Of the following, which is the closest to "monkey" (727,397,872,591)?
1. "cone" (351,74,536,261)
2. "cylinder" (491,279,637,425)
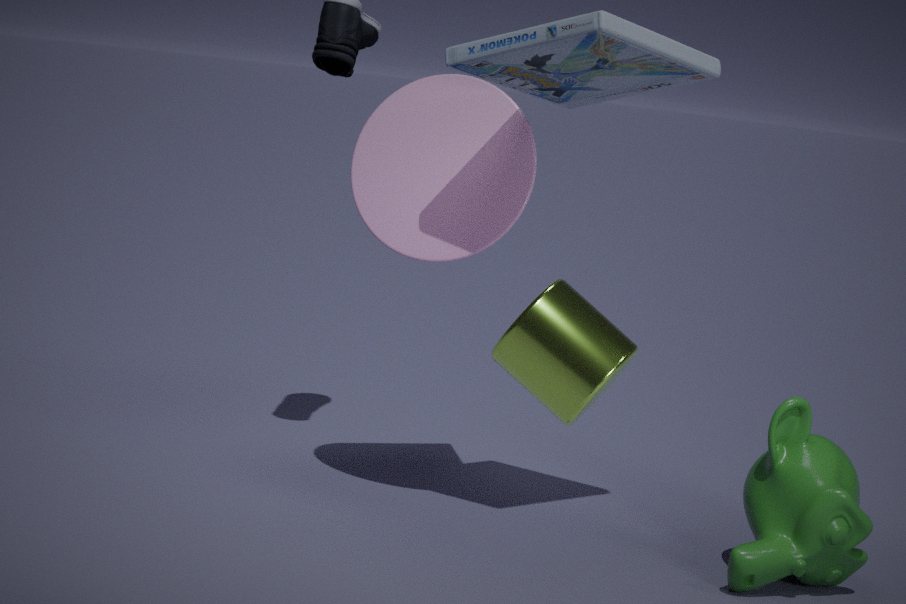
"cone" (351,74,536,261)
